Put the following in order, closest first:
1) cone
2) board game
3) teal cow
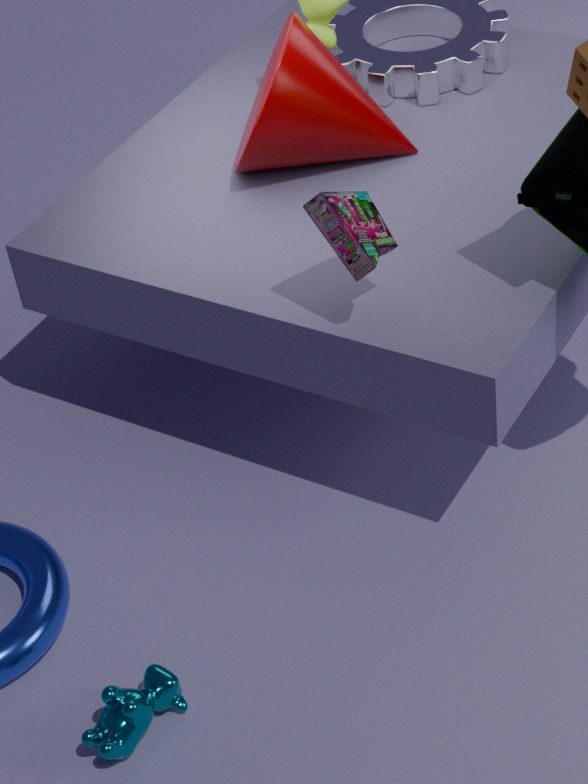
3. teal cow
2. board game
1. cone
